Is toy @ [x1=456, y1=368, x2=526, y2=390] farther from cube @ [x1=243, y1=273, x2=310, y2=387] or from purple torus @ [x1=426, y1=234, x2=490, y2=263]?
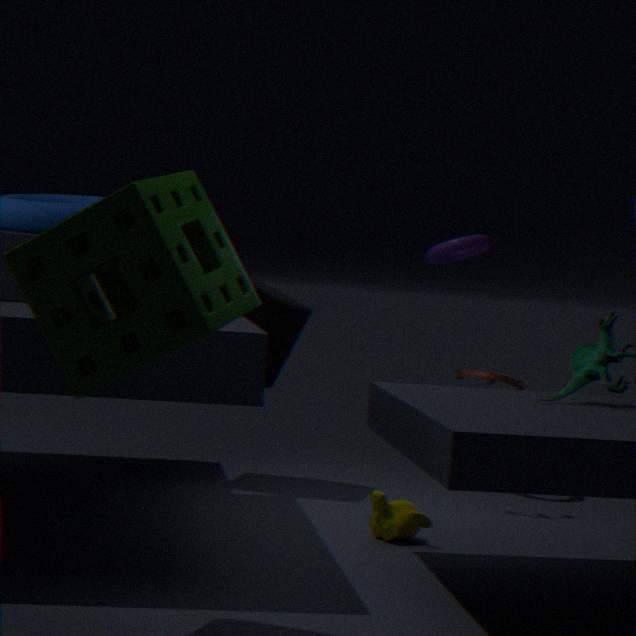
cube @ [x1=243, y1=273, x2=310, y2=387]
